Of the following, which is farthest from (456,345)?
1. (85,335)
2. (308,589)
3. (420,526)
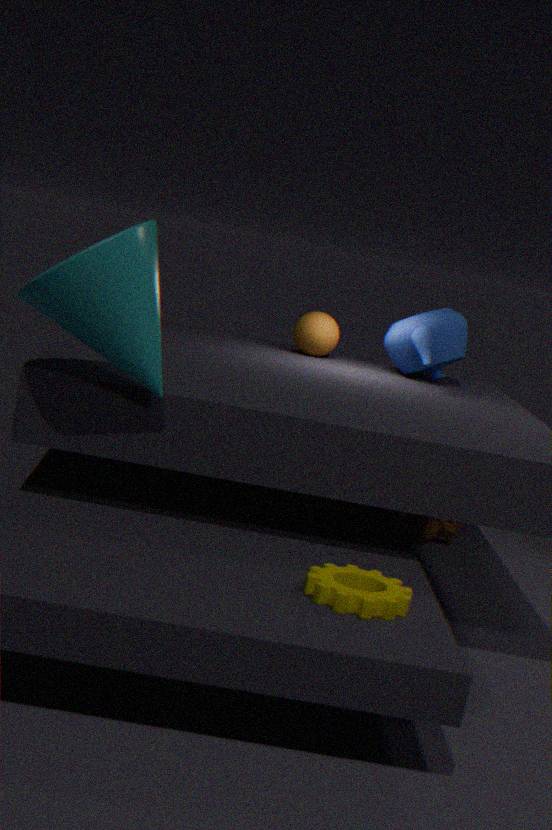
(308,589)
